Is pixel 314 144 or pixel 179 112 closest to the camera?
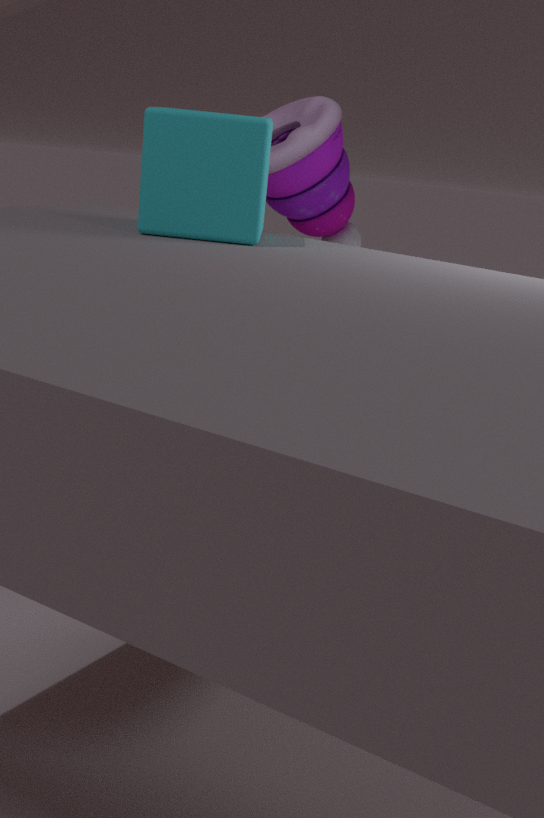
pixel 179 112
